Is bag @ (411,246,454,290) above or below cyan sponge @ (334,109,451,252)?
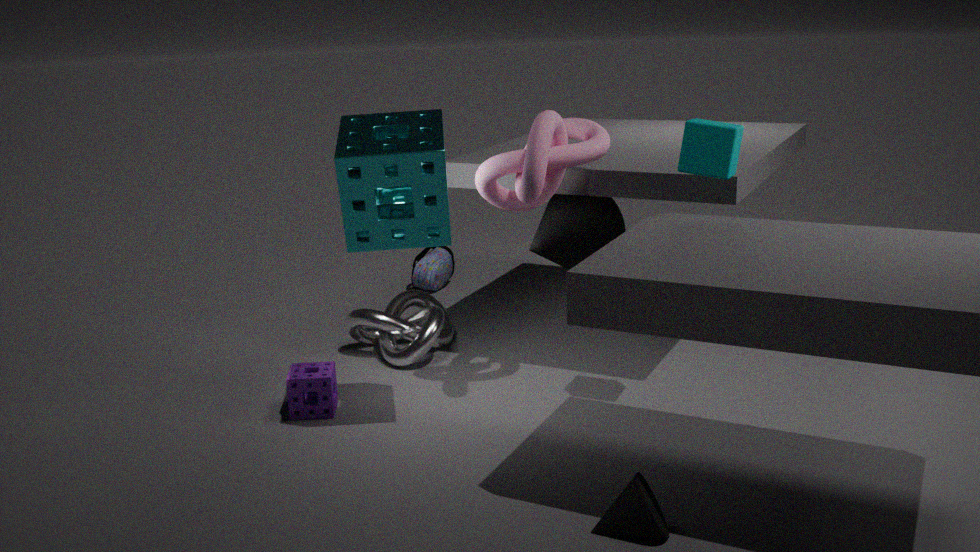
below
